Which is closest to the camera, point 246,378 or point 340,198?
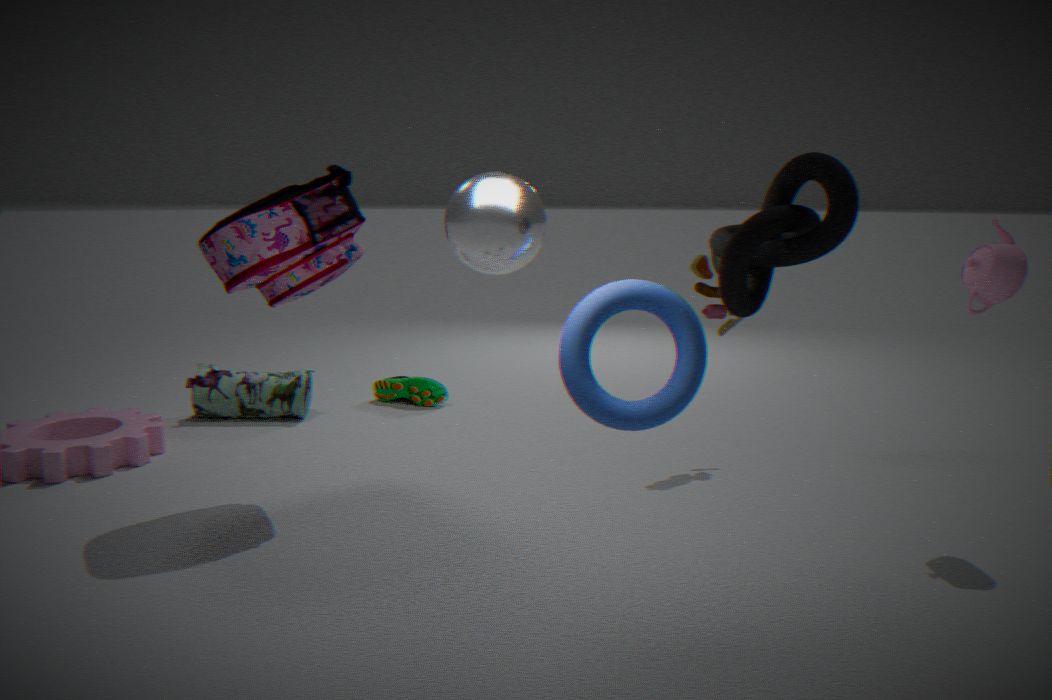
point 340,198
